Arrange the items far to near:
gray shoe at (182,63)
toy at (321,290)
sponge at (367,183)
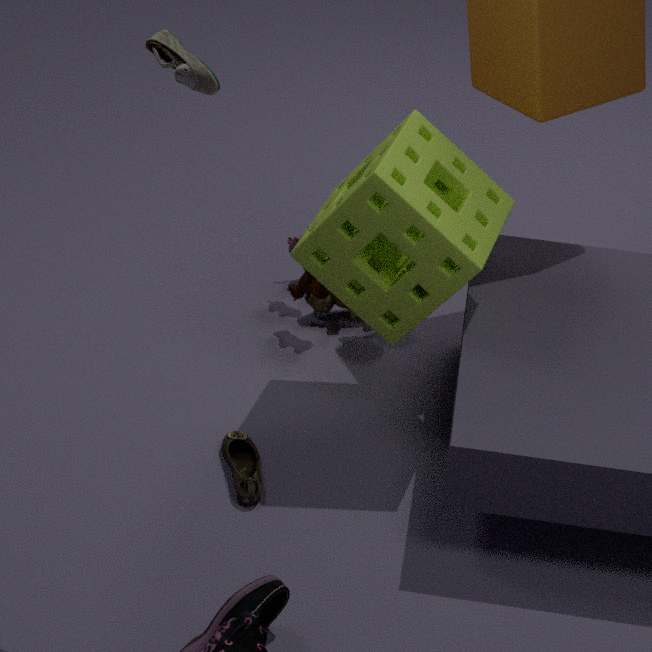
toy at (321,290)
sponge at (367,183)
gray shoe at (182,63)
